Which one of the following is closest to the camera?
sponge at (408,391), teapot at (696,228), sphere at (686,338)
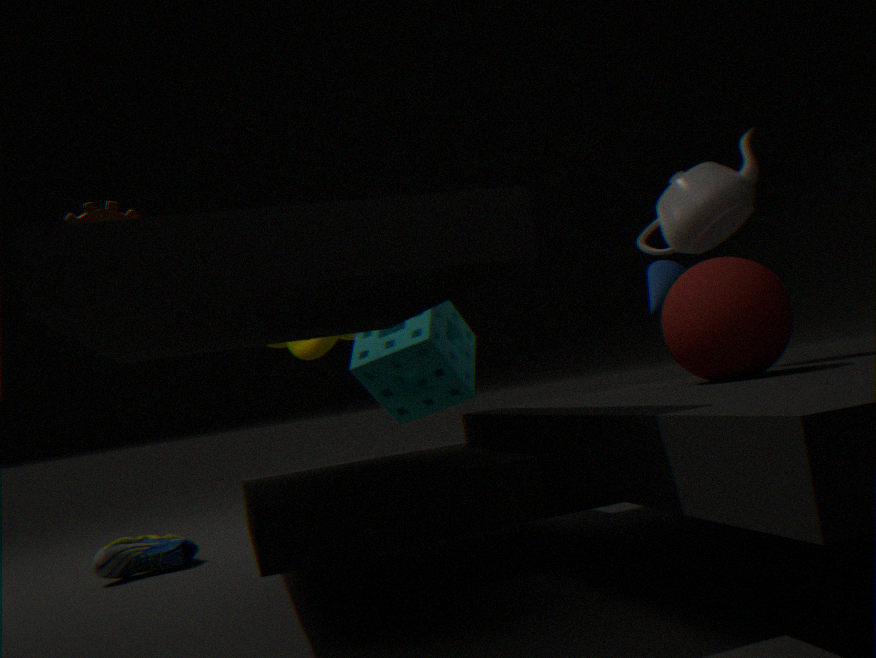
sphere at (686,338)
